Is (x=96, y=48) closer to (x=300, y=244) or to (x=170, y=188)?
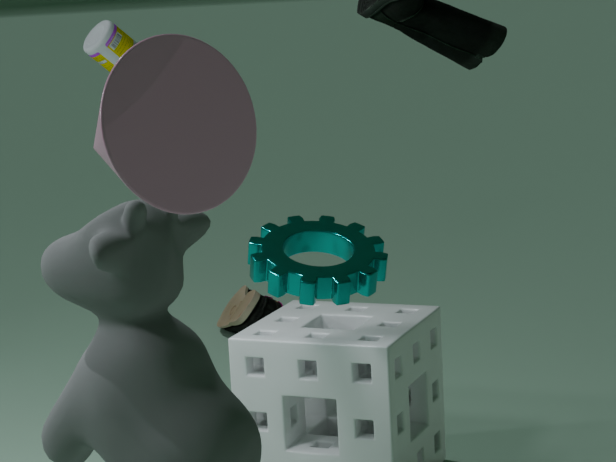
(x=300, y=244)
